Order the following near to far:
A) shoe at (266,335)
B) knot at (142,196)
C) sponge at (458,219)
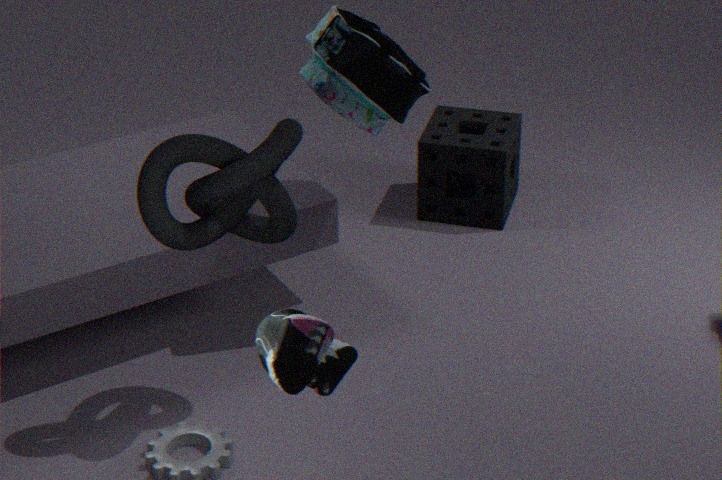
shoe at (266,335) → knot at (142,196) → sponge at (458,219)
